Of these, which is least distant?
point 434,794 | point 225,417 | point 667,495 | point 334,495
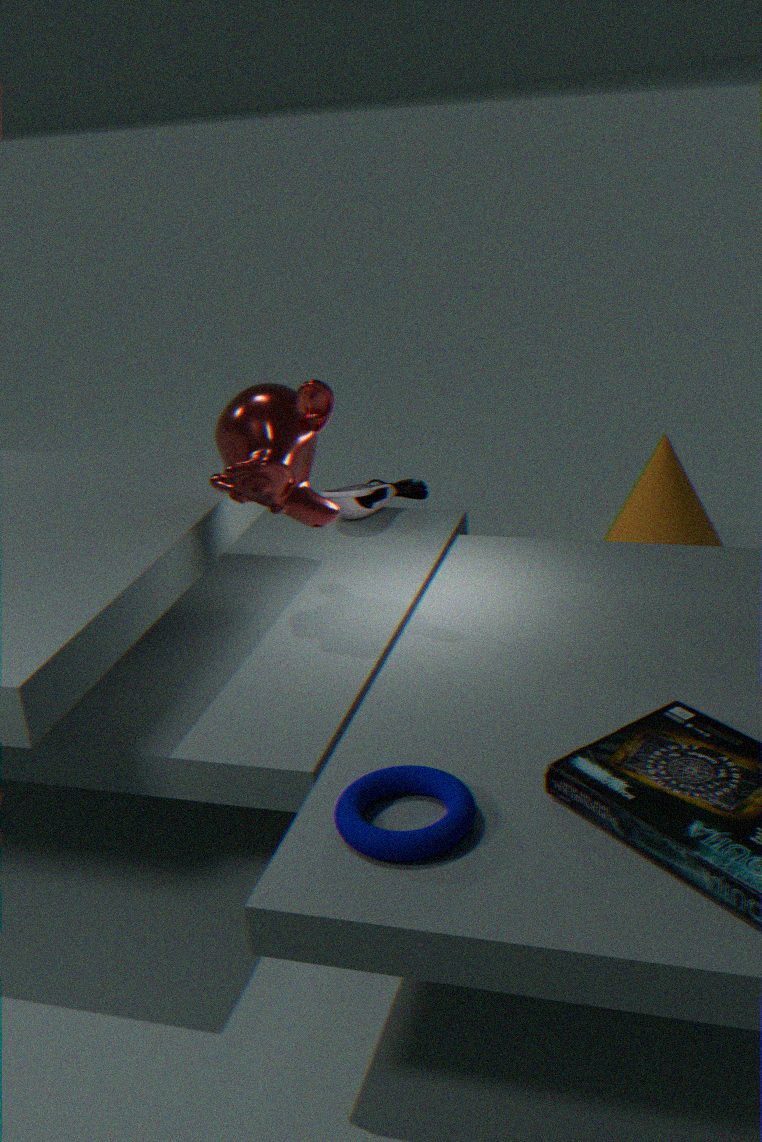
point 434,794
